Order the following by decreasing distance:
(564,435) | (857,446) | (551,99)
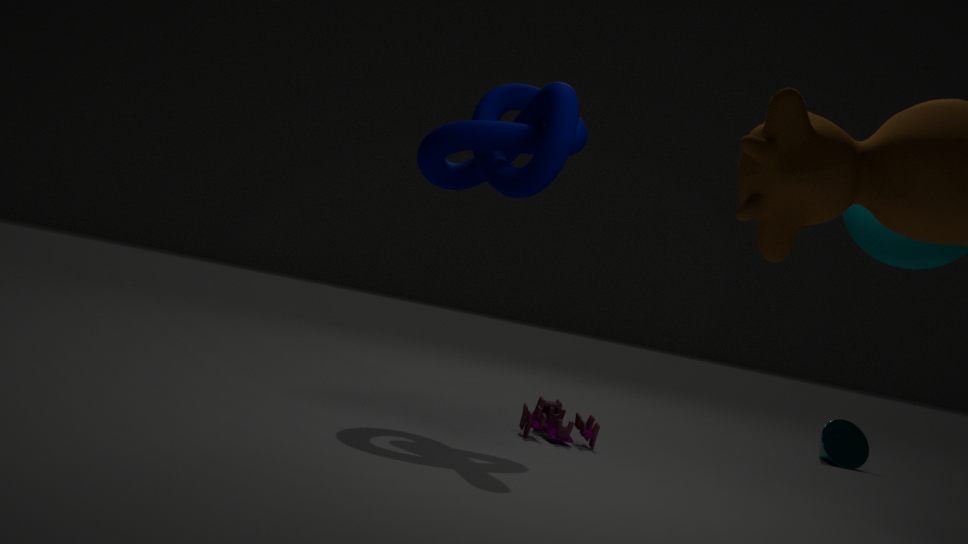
(857,446) → (564,435) → (551,99)
